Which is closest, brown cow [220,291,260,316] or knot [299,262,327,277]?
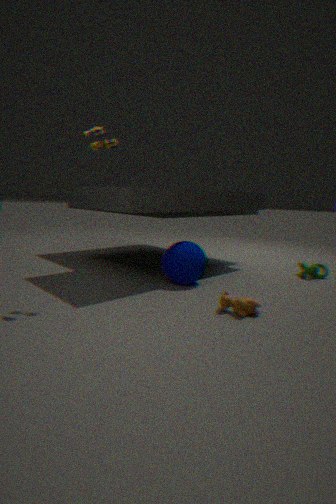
brown cow [220,291,260,316]
